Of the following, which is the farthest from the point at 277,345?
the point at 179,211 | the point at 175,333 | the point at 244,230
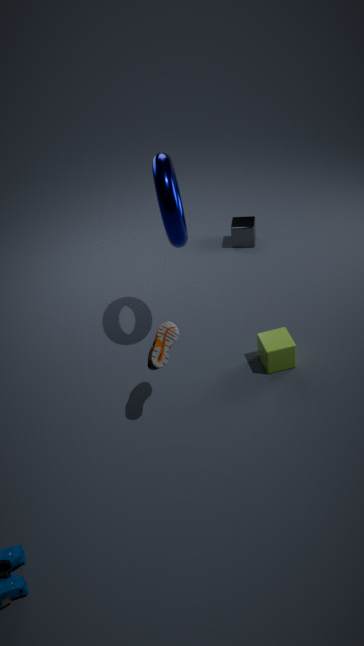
the point at 244,230
